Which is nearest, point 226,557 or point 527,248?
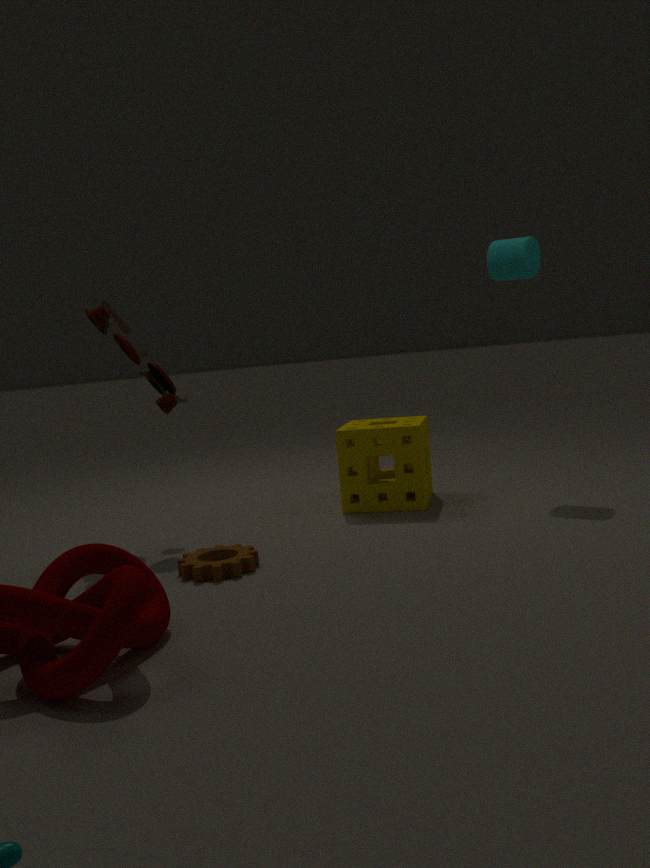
point 226,557
